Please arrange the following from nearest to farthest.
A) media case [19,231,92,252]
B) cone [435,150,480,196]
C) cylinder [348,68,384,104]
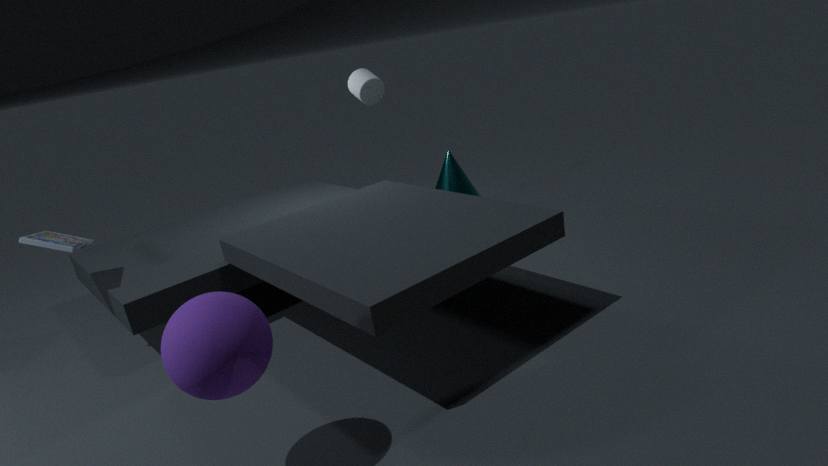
media case [19,231,92,252]
cylinder [348,68,384,104]
cone [435,150,480,196]
